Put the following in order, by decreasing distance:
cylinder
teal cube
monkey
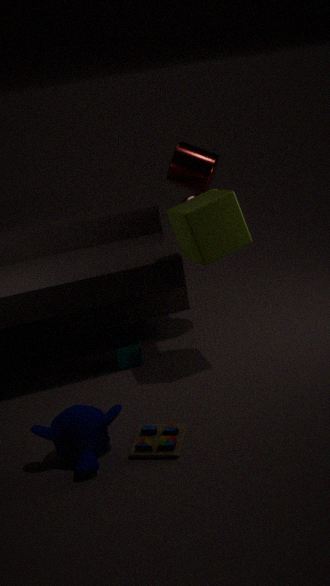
cylinder → teal cube → monkey
